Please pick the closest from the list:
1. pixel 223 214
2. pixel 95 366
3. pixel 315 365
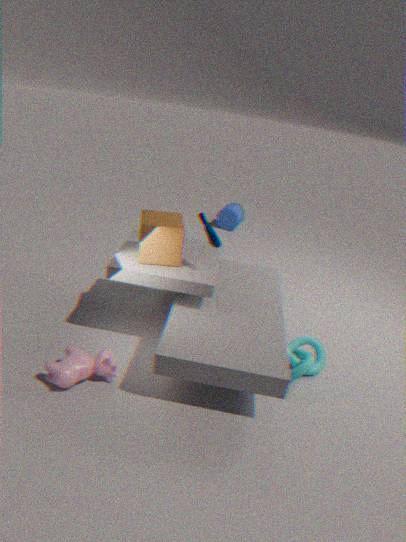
pixel 95 366
